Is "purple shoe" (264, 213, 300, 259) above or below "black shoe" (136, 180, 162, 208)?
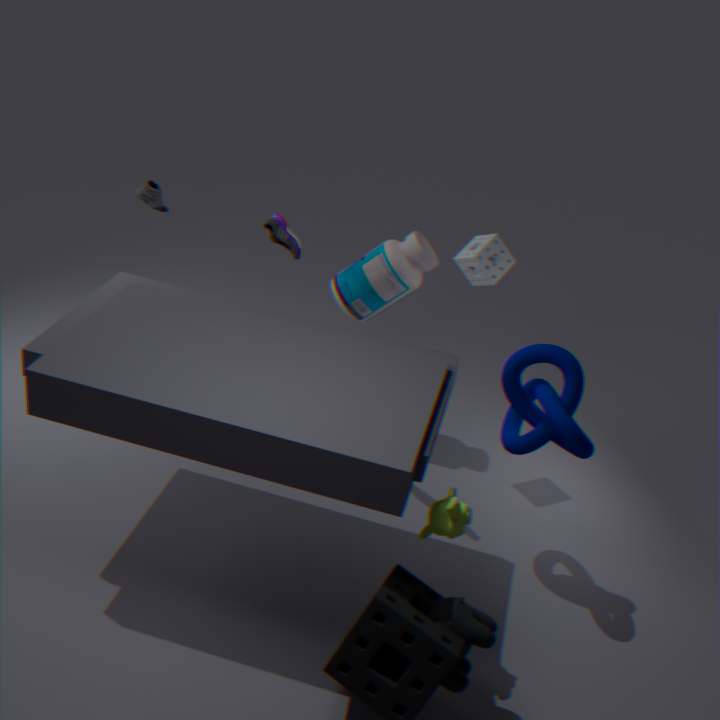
above
